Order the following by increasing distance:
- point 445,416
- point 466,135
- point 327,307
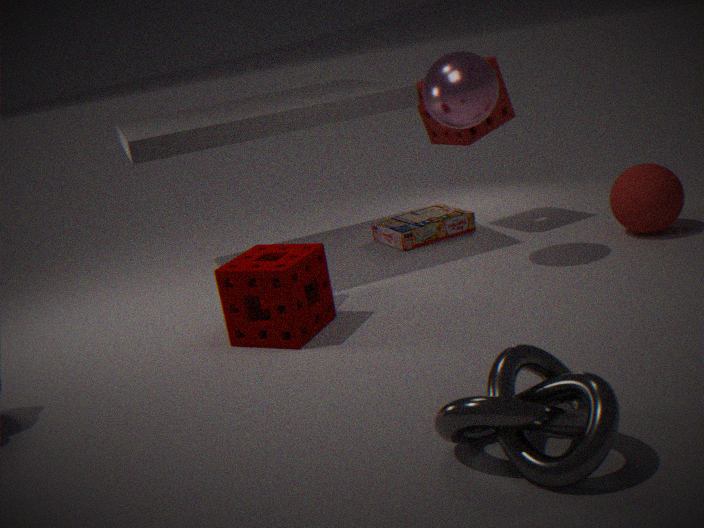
point 445,416 → point 327,307 → point 466,135
